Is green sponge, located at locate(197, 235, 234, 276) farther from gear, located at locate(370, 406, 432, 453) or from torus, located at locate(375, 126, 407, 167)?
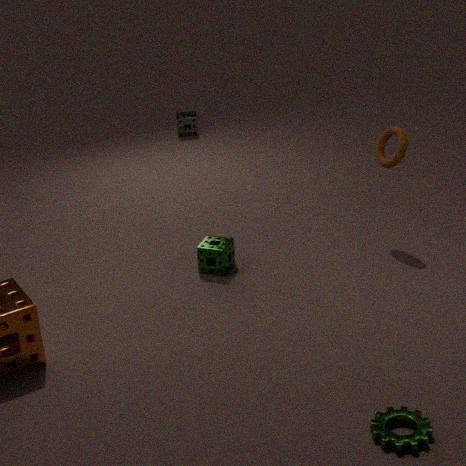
gear, located at locate(370, 406, 432, 453)
